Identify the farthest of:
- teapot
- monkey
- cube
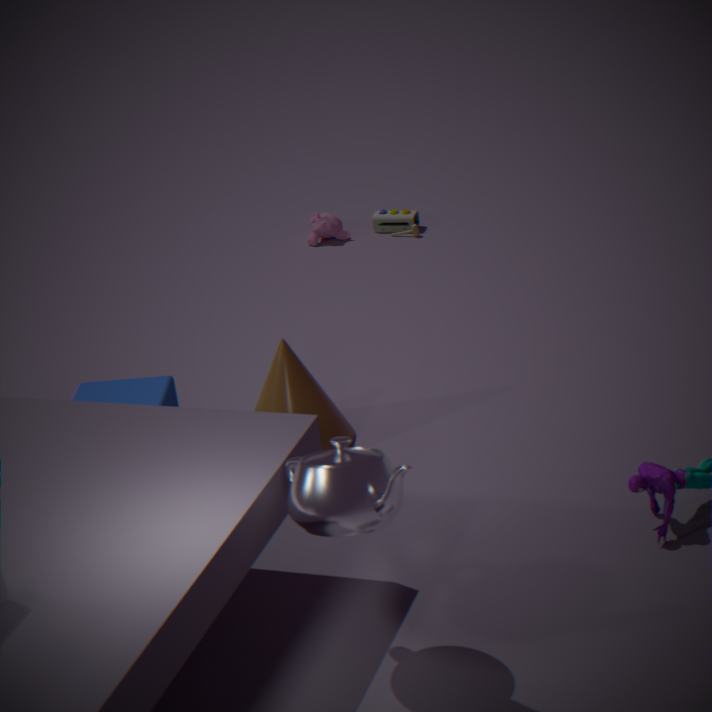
monkey
